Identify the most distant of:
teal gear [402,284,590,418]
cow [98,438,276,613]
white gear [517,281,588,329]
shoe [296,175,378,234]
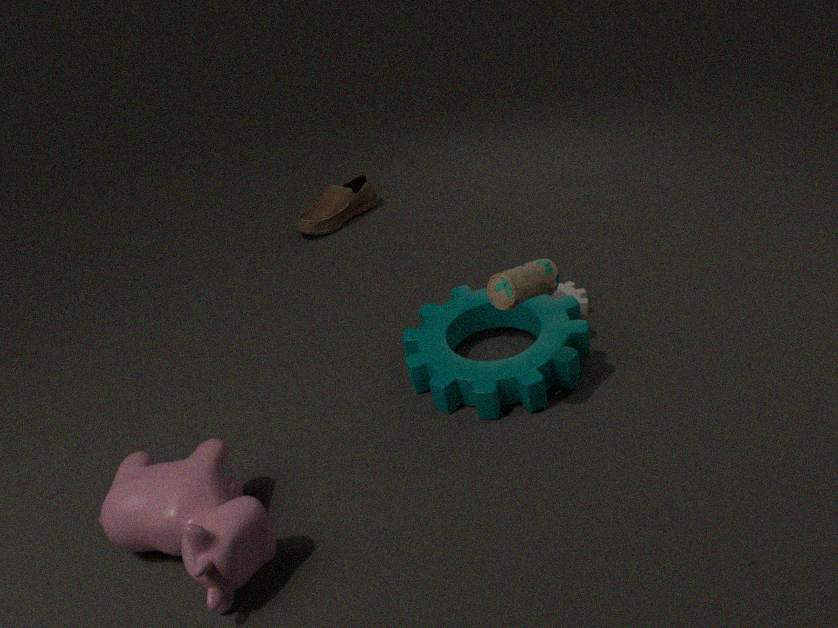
shoe [296,175,378,234]
